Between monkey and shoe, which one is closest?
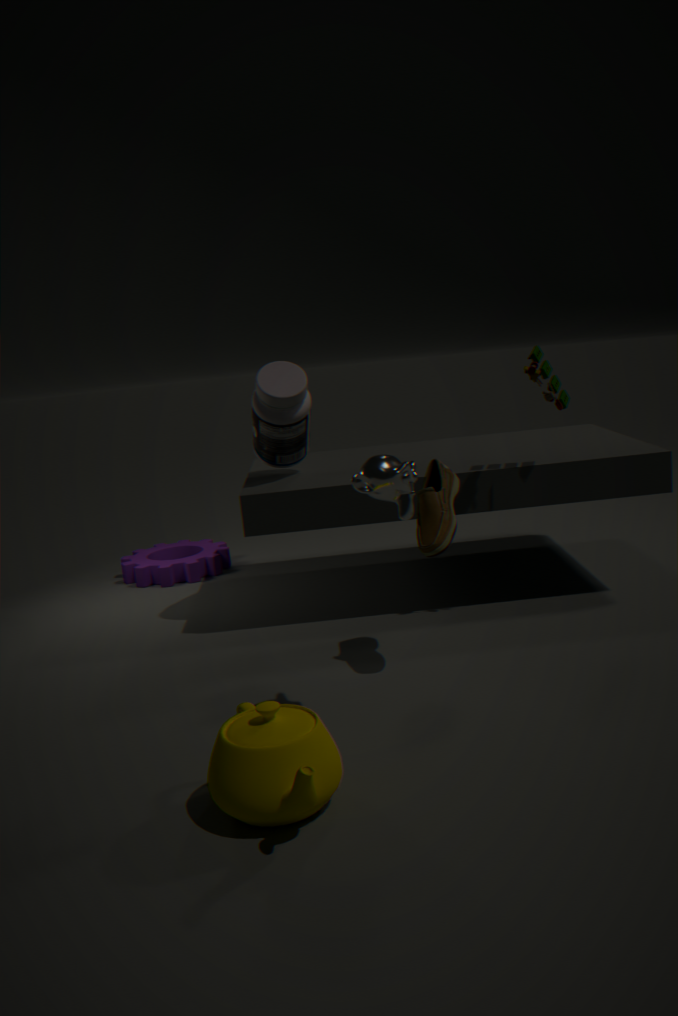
monkey
